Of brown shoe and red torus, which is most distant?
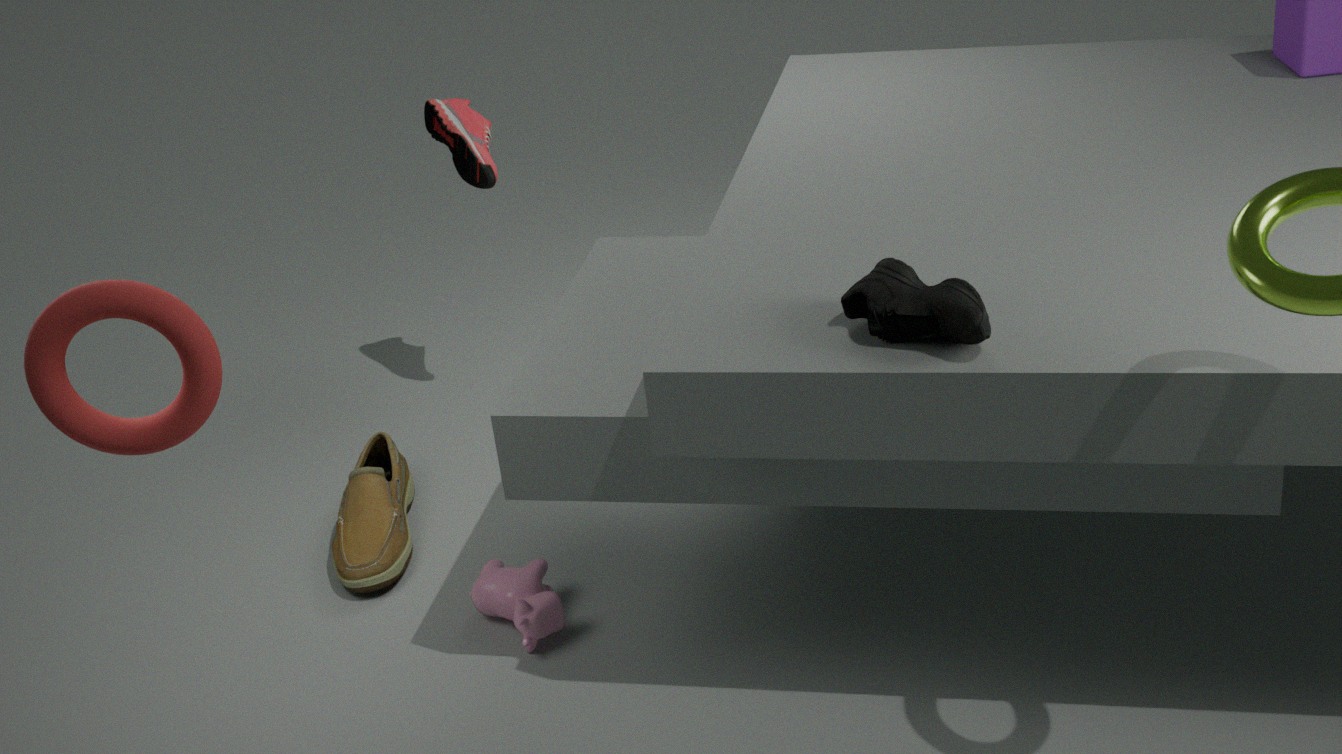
brown shoe
